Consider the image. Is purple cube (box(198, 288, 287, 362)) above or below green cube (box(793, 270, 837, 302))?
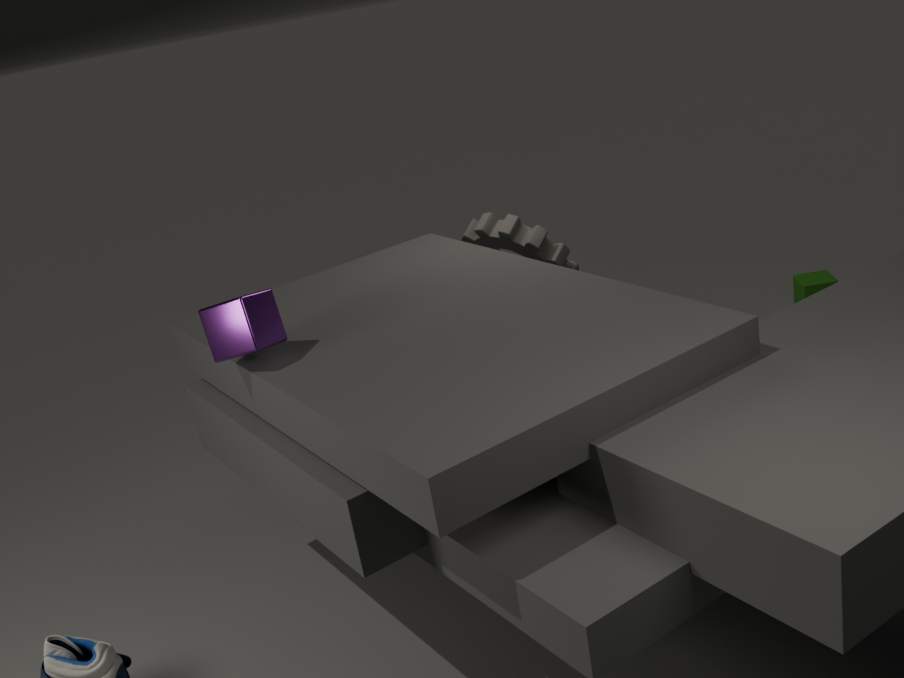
above
